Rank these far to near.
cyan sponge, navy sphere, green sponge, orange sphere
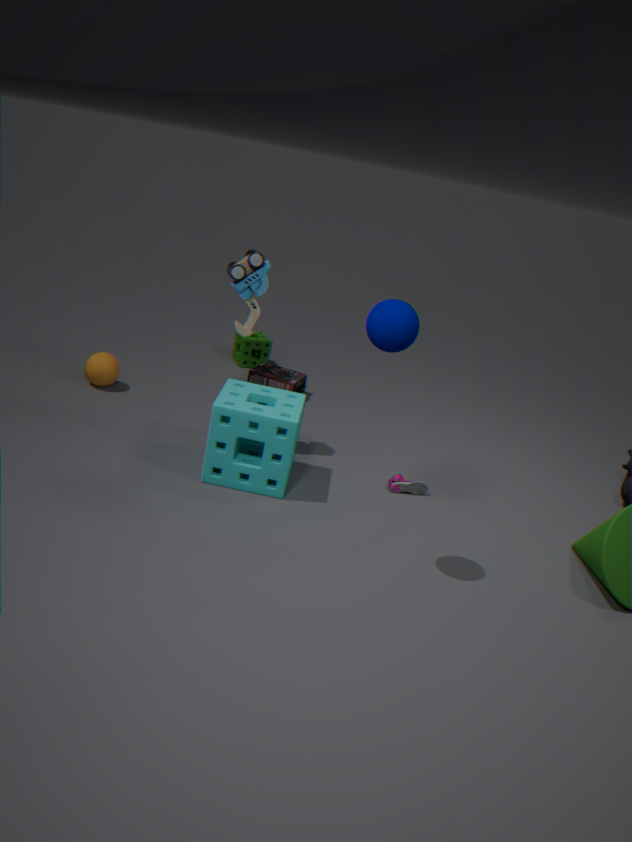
green sponge, orange sphere, cyan sponge, navy sphere
